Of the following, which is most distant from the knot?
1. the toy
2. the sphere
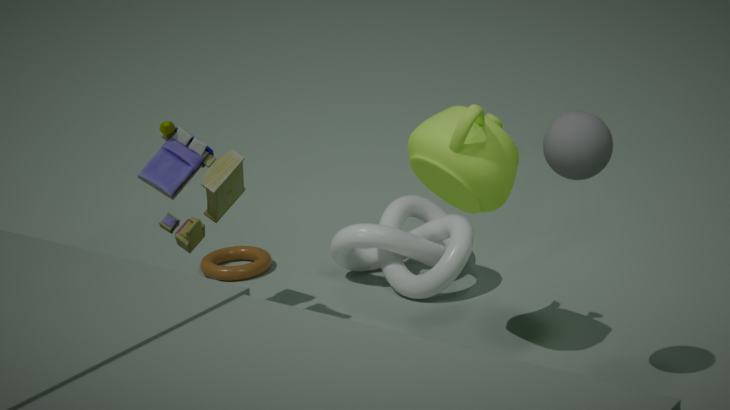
the sphere
